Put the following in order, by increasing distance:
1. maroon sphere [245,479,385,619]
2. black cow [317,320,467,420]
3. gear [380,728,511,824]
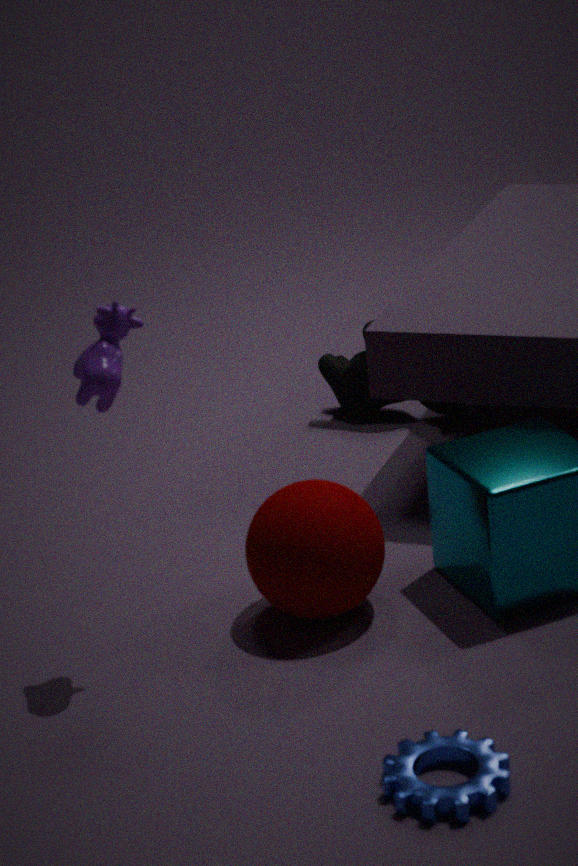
gear [380,728,511,824] < maroon sphere [245,479,385,619] < black cow [317,320,467,420]
